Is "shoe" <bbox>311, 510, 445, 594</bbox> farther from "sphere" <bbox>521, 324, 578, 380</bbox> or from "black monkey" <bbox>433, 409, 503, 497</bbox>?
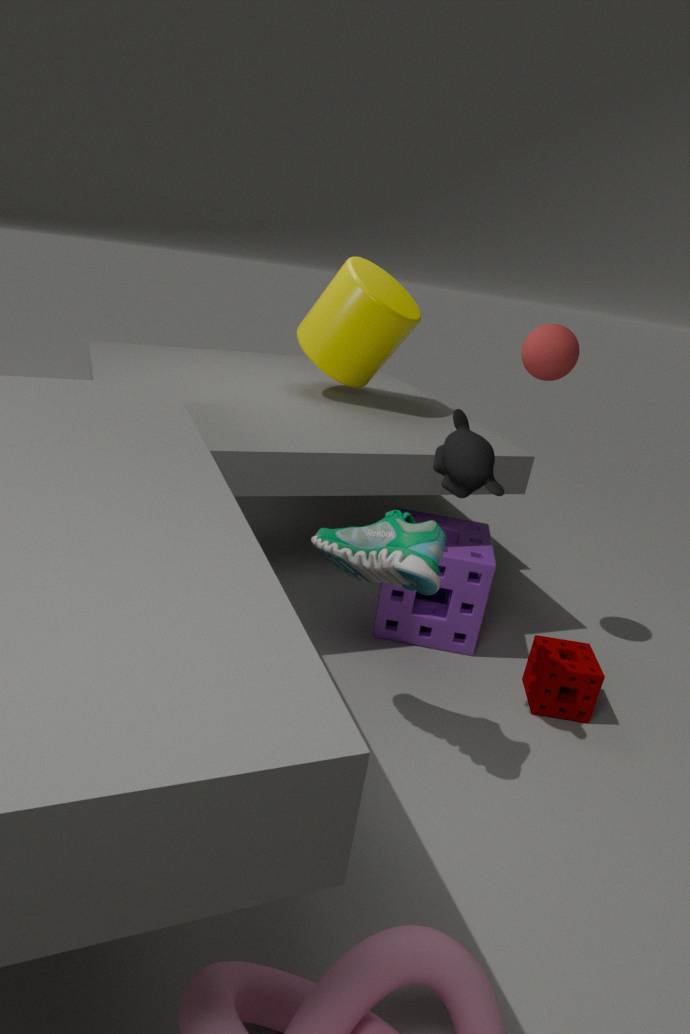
"sphere" <bbox>521, 324, 578, 380</bbox>
